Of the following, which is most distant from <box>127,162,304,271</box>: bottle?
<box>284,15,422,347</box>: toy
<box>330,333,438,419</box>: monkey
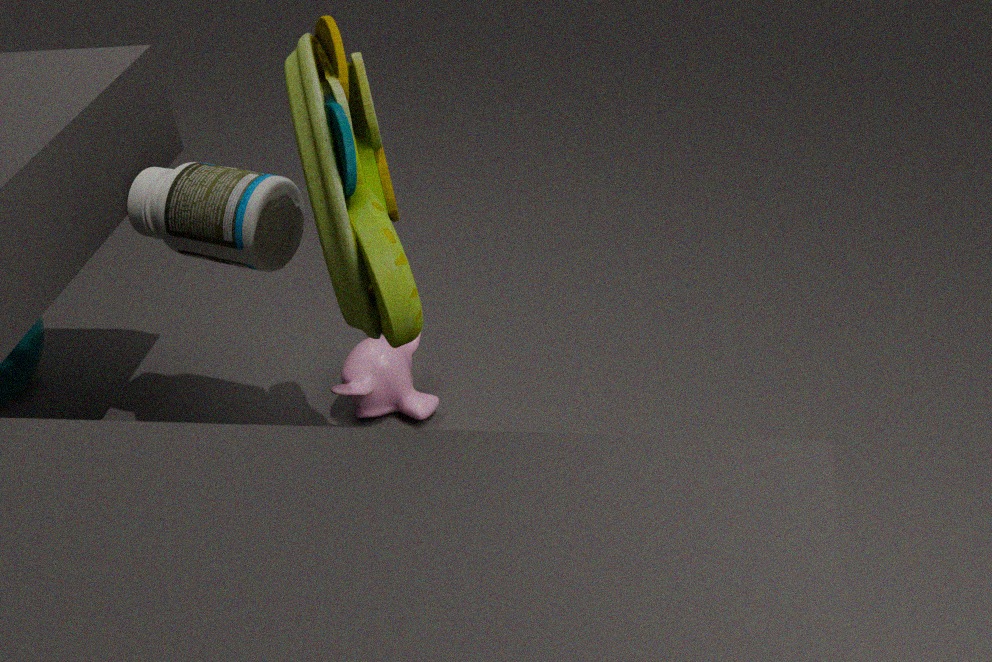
<box>330,333,438,419</box>: monkey
